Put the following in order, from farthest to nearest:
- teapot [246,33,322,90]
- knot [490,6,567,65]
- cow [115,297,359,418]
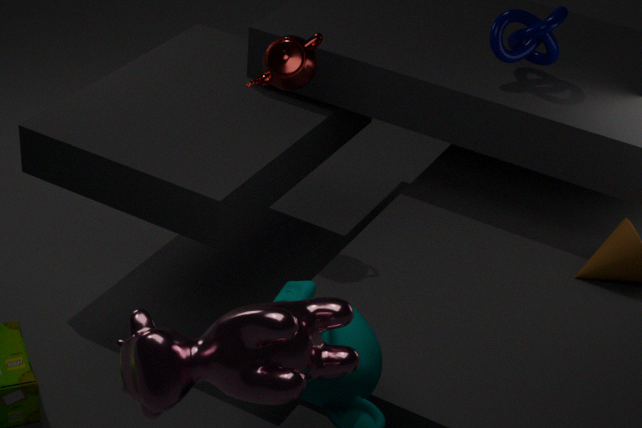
→ knot [490,6,567,65] < teapot [246,33,322,90] < cow [115,297,359,418]
